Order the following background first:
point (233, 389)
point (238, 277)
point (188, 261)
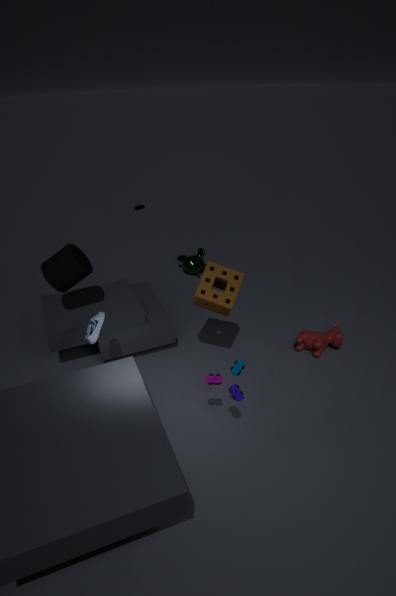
point (188, 261) < point (238, 277) < point (233, 389)
